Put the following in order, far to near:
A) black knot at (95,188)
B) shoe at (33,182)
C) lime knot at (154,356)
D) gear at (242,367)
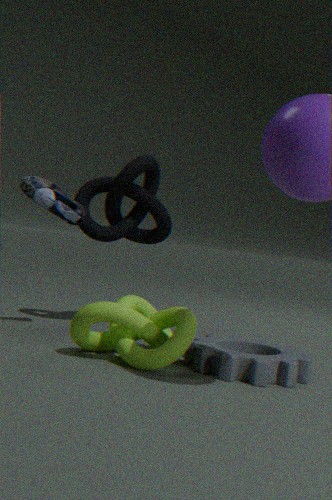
black knot at (95,188), shoe at (33,182), gear at (242,367), lime knot at (154,356)
